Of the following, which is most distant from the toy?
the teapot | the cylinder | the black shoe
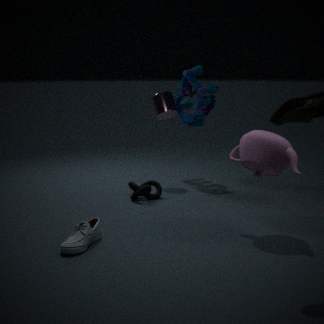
the black shoe
